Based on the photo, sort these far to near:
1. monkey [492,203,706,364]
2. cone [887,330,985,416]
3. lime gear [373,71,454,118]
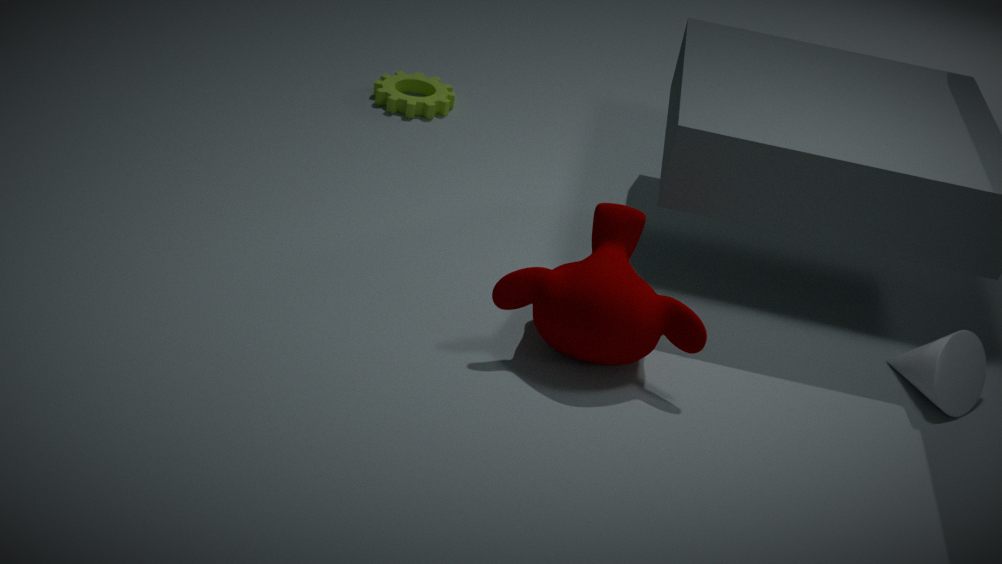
lime gear [373,71,454,118]
cone [887,330,985,416]
monkey [492,203,706,364]
